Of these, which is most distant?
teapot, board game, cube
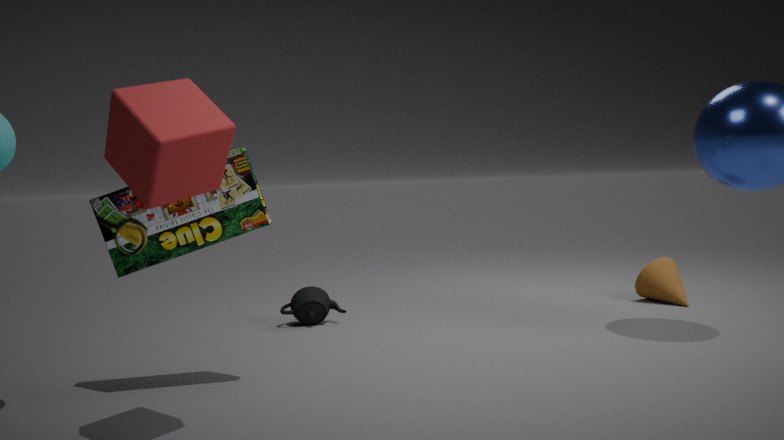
teapot
